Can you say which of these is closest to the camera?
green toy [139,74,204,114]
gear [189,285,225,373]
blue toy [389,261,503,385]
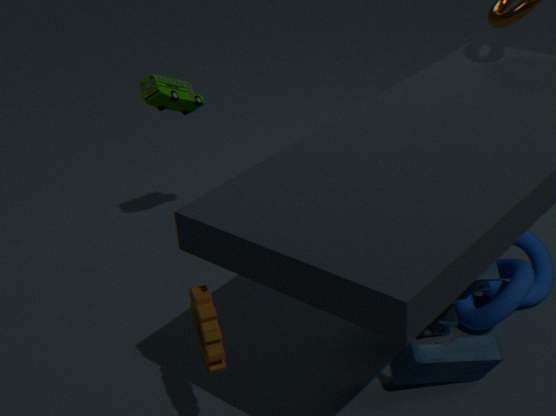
gear [189,285,225,373]
